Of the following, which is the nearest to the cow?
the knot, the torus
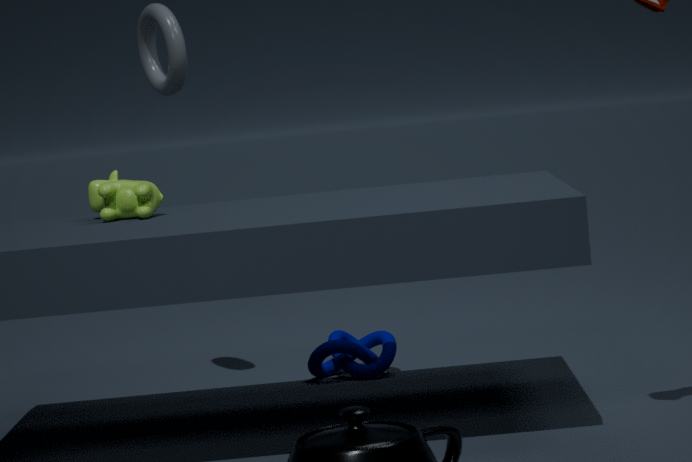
the torus
